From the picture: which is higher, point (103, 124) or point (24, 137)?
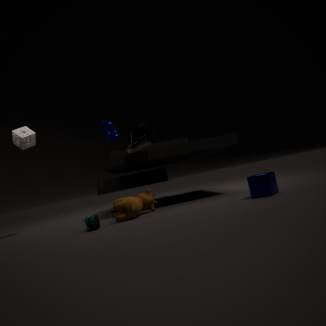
point (24, 137)
